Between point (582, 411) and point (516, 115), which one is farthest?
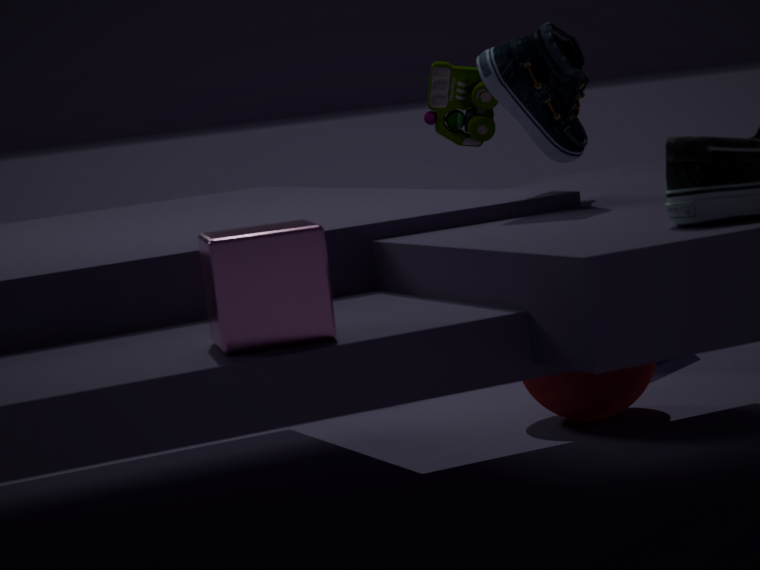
point (582, 411)
